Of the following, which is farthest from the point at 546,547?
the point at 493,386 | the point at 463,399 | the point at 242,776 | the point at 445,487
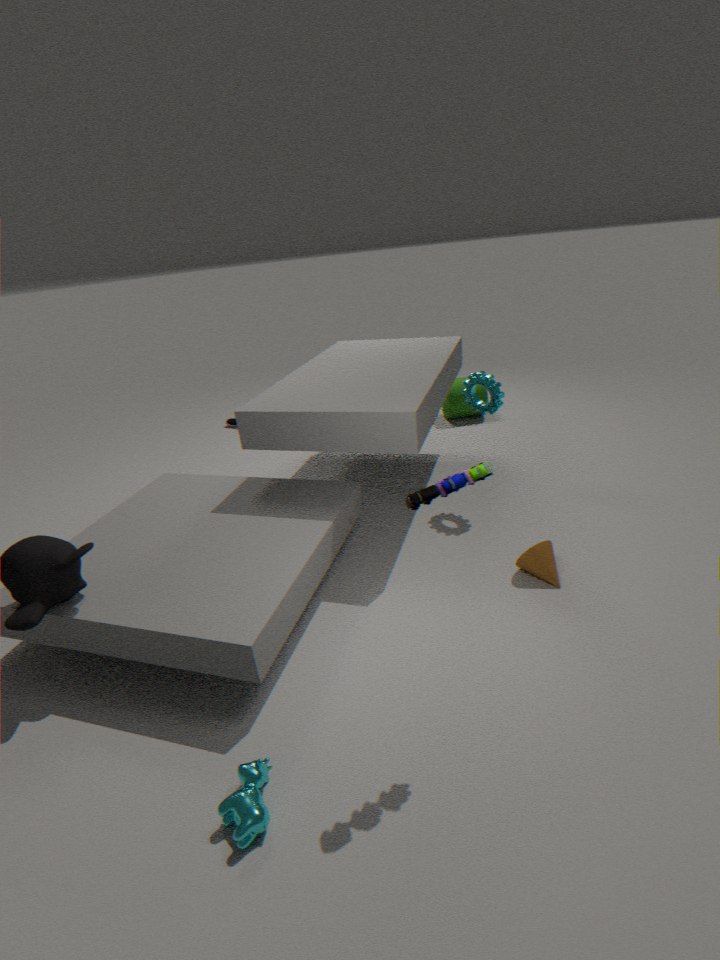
the point at 463,399
